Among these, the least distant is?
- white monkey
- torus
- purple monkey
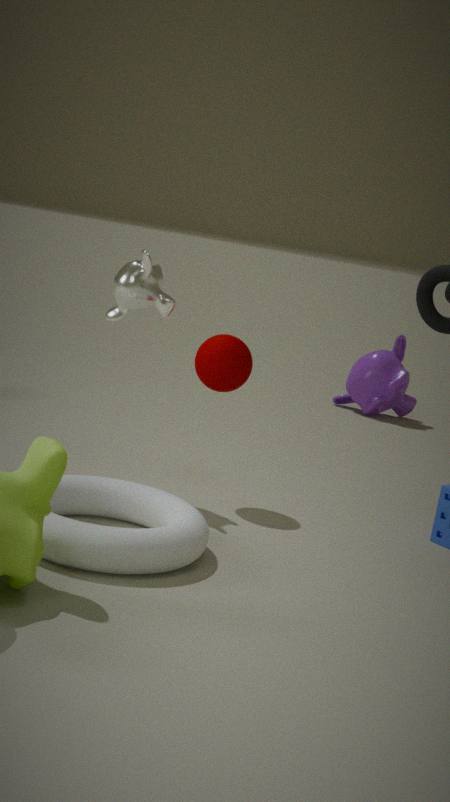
torus
